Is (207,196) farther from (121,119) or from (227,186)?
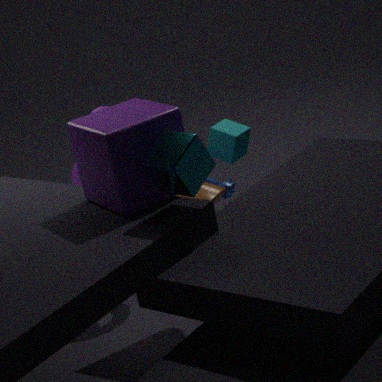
(227,186)
